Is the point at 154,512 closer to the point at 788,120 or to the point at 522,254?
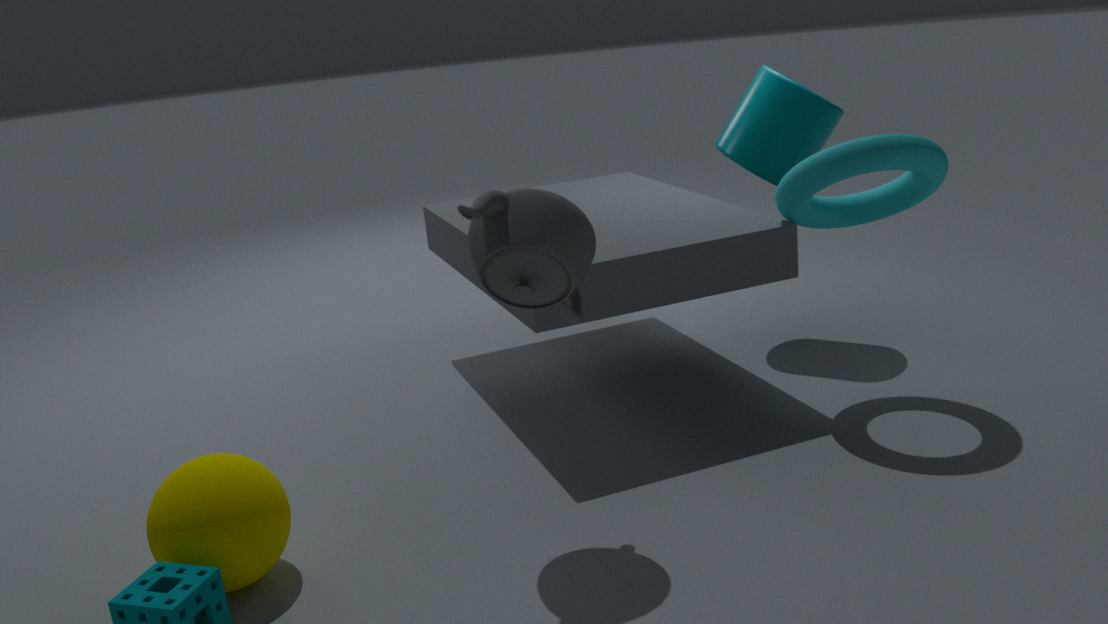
the point at 522,254
